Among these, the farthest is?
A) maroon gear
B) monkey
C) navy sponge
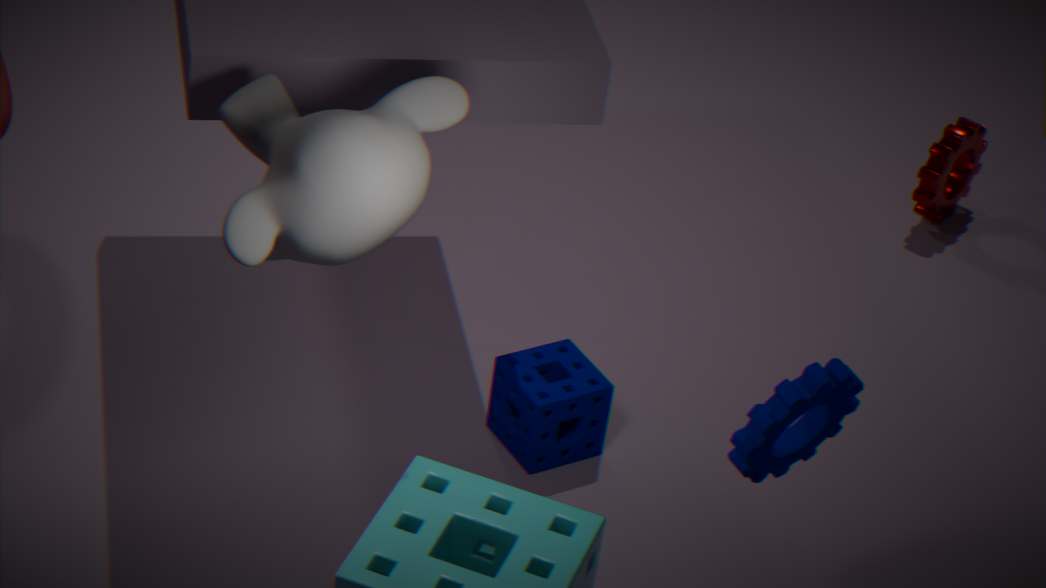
maroon gear
